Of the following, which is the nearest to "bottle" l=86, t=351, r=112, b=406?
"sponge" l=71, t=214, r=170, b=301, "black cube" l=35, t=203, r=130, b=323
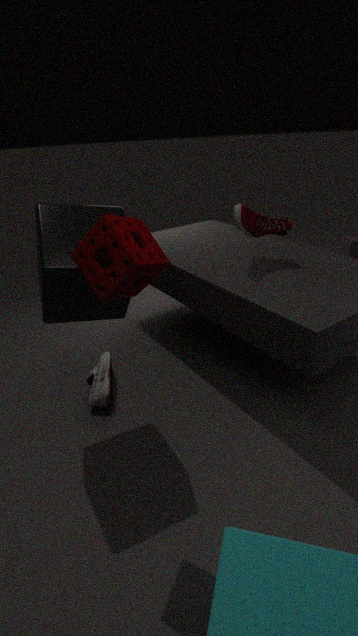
"black cube" l=35, t=203, r=130, b=323
